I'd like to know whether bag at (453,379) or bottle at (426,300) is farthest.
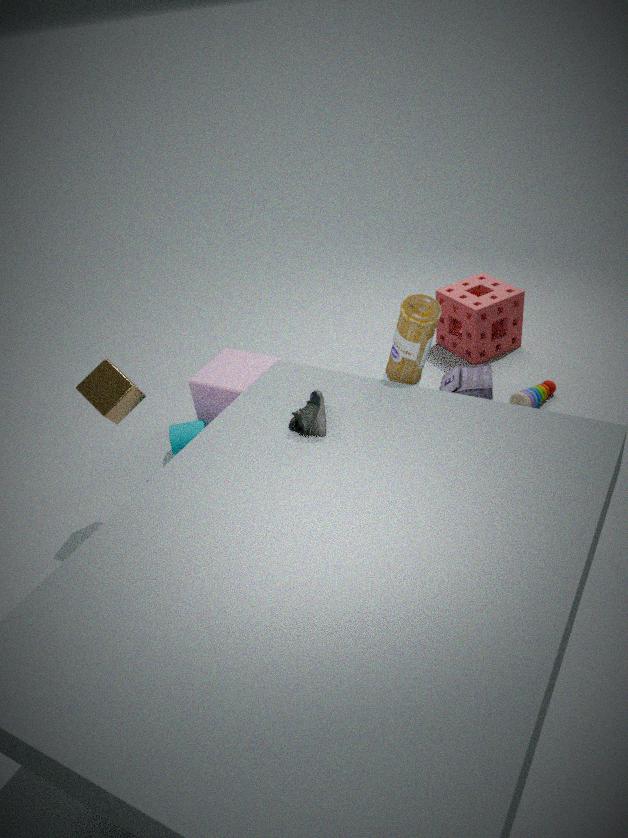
bag at (453,379)
